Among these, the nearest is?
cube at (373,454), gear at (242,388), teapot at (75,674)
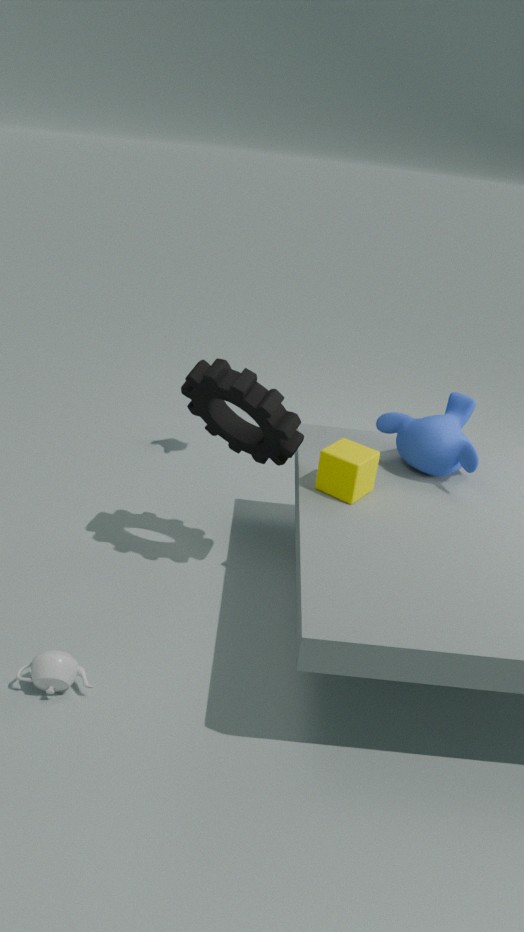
teapot at (75,674)
